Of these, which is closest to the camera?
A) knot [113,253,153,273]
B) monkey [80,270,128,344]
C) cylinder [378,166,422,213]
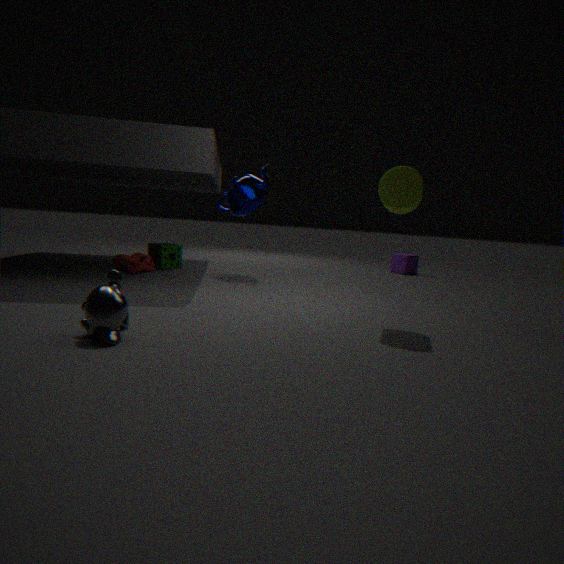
monkey [80,270,128,344]
